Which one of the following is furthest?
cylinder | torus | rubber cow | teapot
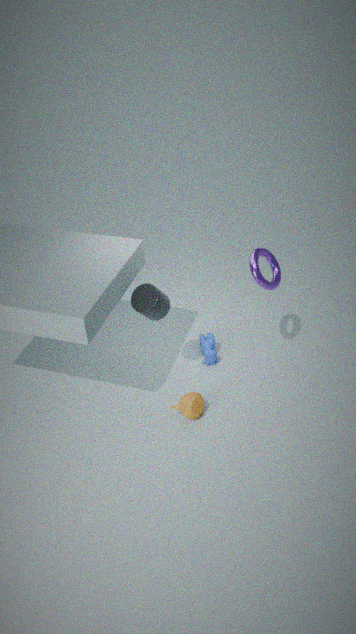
rubber cow
